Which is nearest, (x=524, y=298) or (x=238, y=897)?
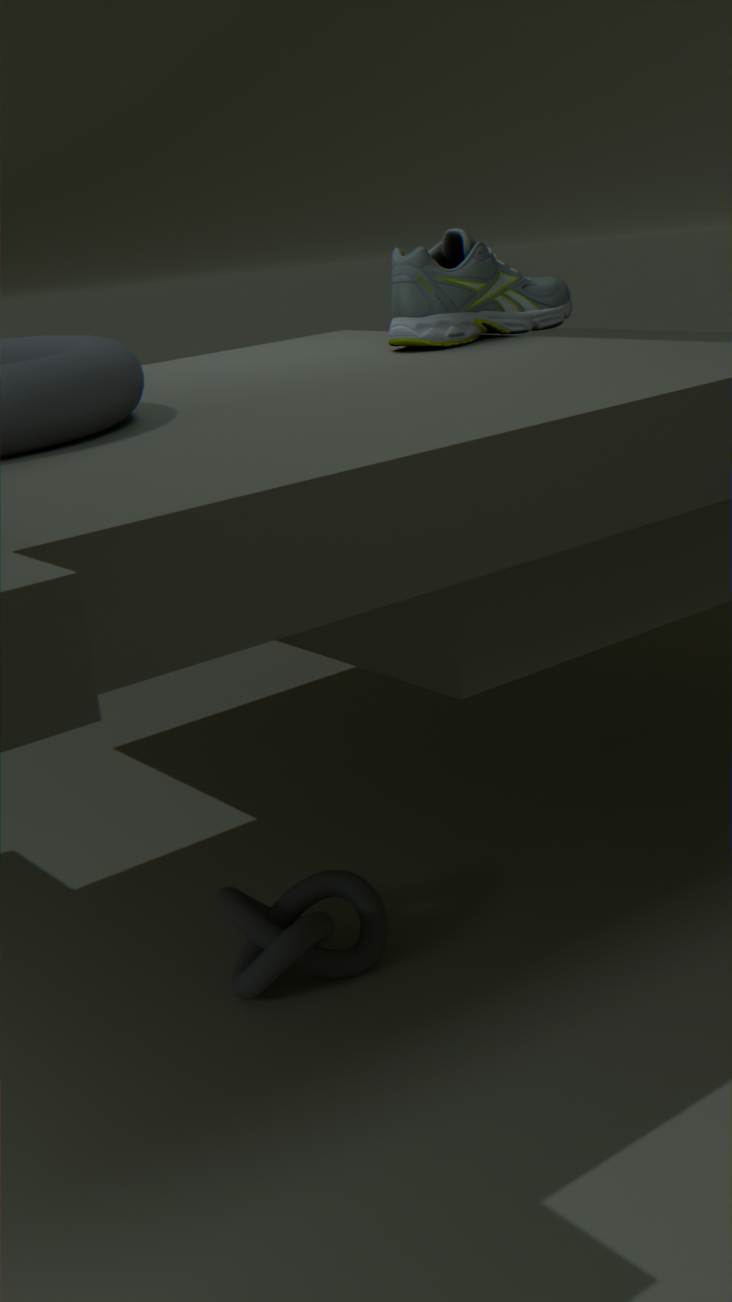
(x=238, y=897)
